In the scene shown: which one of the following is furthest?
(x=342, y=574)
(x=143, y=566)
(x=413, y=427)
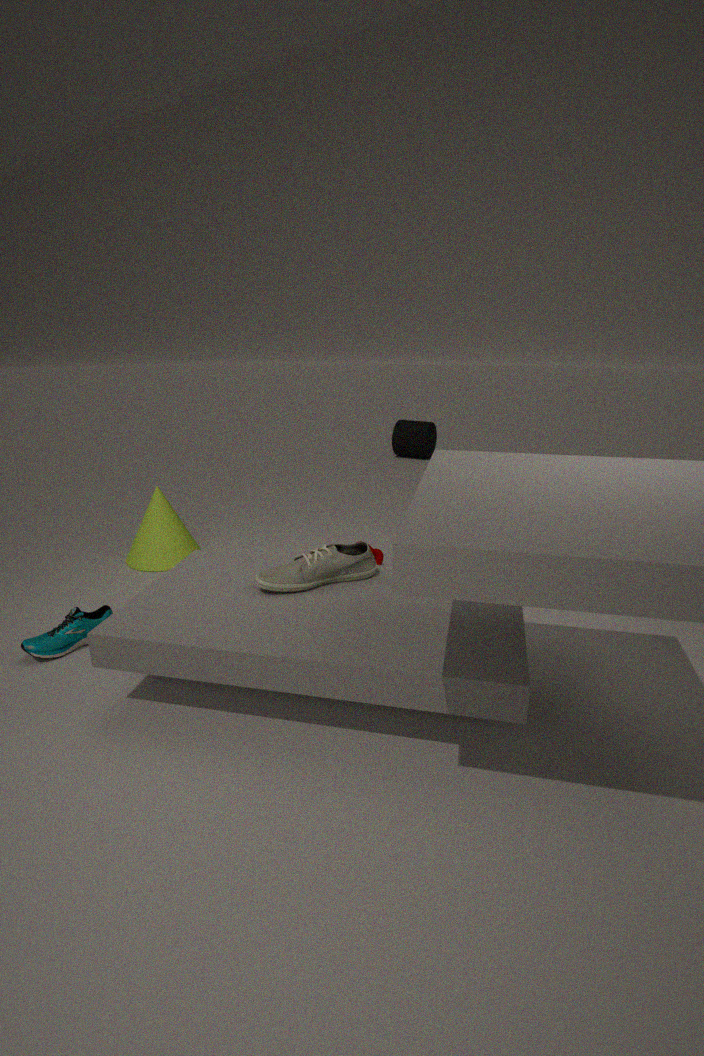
(x=413, y=427)
